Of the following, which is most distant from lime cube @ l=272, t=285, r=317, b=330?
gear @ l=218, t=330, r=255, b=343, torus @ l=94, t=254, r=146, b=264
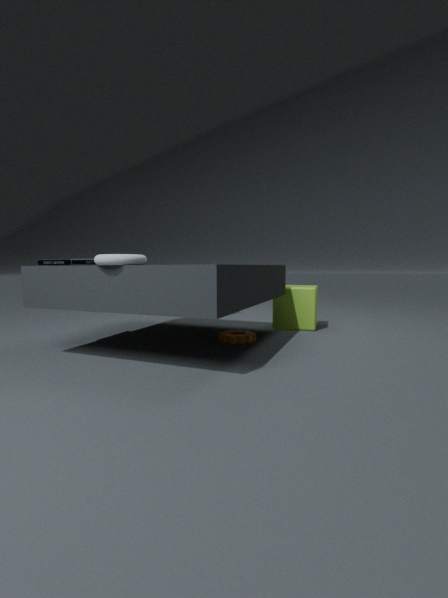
torus @ l=94, t=254, r=146, b=264
